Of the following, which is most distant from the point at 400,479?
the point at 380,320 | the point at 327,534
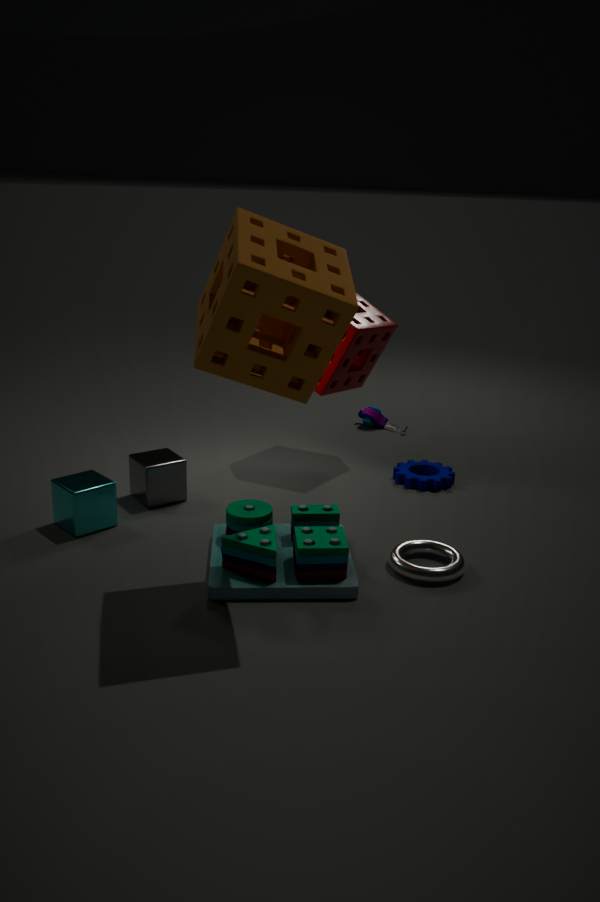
the point at 327,534
